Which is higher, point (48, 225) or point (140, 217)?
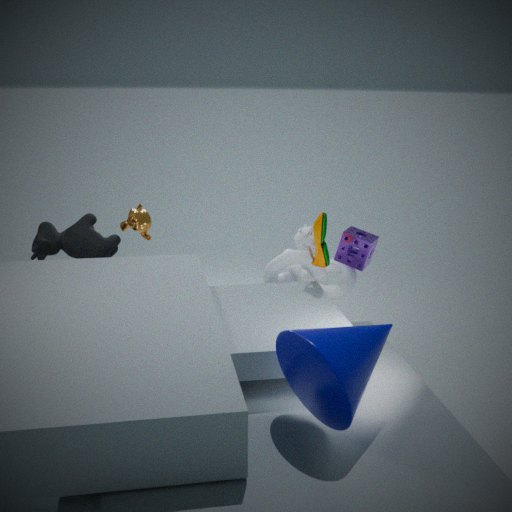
point (140, 217)
